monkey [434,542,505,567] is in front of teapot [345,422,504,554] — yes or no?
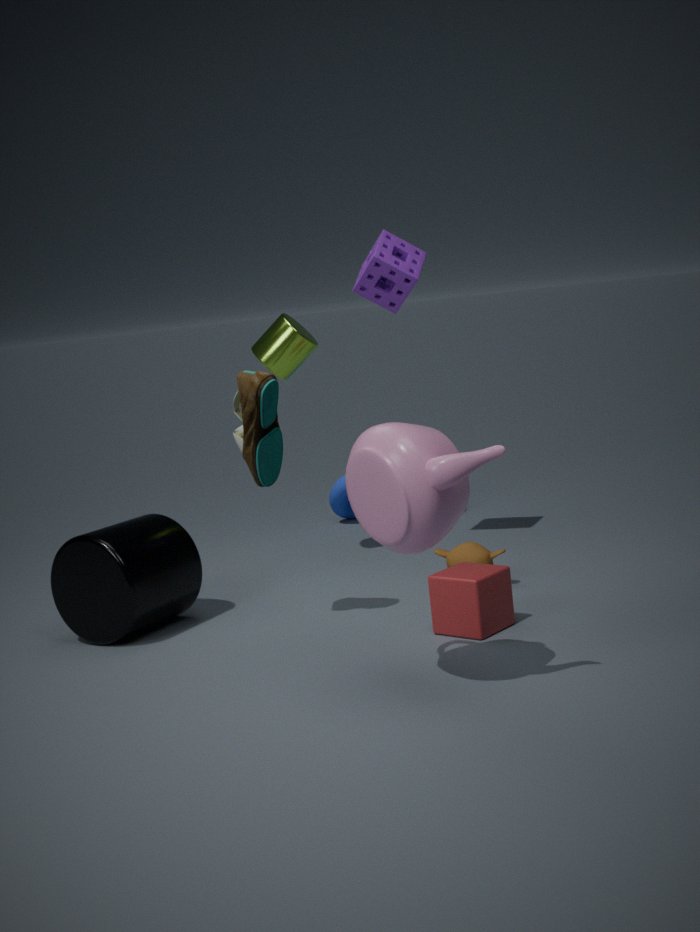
No
